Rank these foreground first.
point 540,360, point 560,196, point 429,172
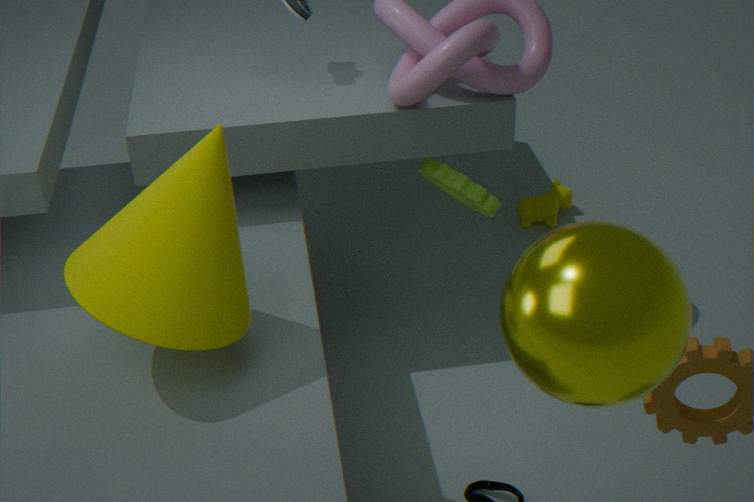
point 540,360 < point 429,172 < point 560,196
